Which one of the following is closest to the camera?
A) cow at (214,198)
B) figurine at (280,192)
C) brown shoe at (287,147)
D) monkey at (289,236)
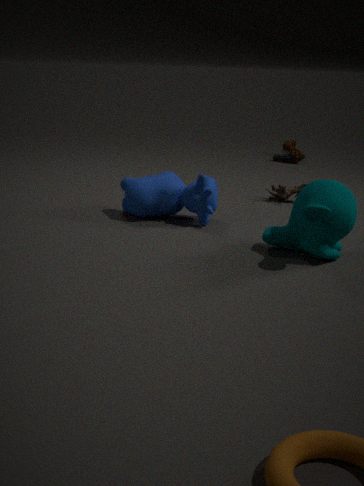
monkey at (289,236)
